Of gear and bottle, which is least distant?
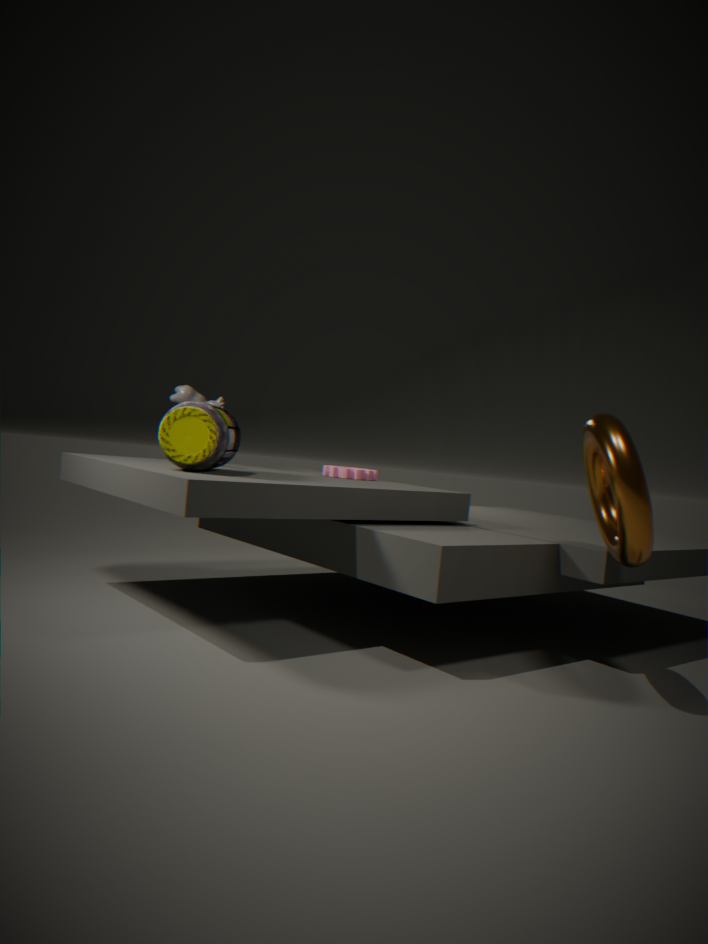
bottle
